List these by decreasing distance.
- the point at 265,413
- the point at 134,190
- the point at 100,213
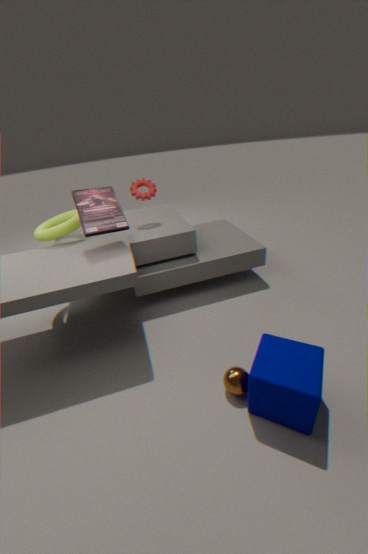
the point at 134,190
the point at 100,213
the point at 265,413
